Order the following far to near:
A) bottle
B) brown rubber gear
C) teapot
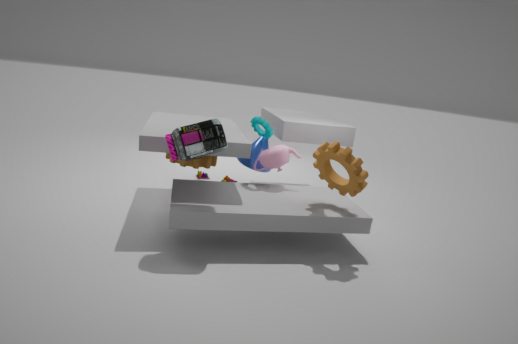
teapot < brown rubber gear < bottle
